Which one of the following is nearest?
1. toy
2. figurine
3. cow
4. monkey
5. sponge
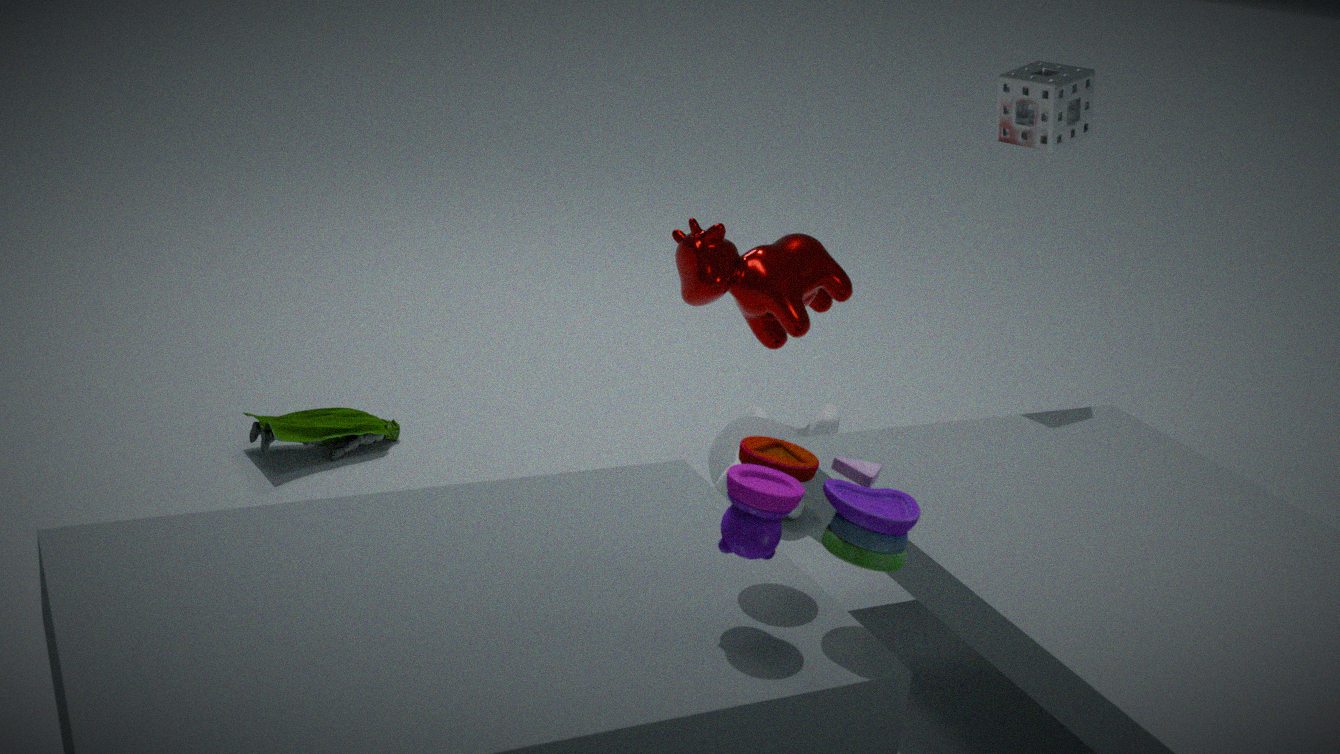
toy
